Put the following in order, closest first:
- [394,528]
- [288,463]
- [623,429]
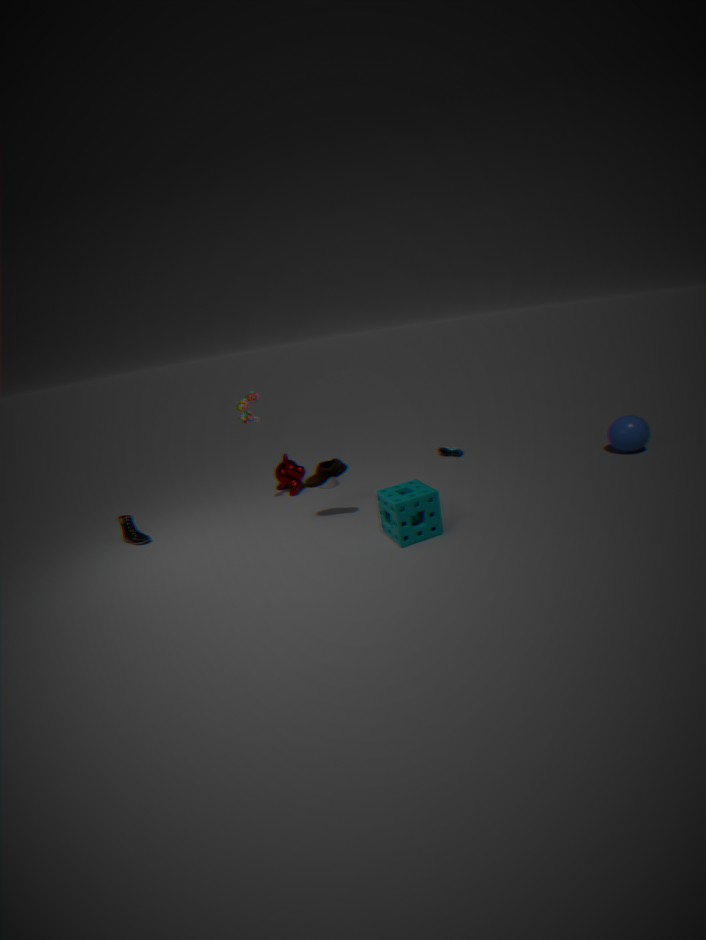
[394,528] → [623,429] → [288,463]
